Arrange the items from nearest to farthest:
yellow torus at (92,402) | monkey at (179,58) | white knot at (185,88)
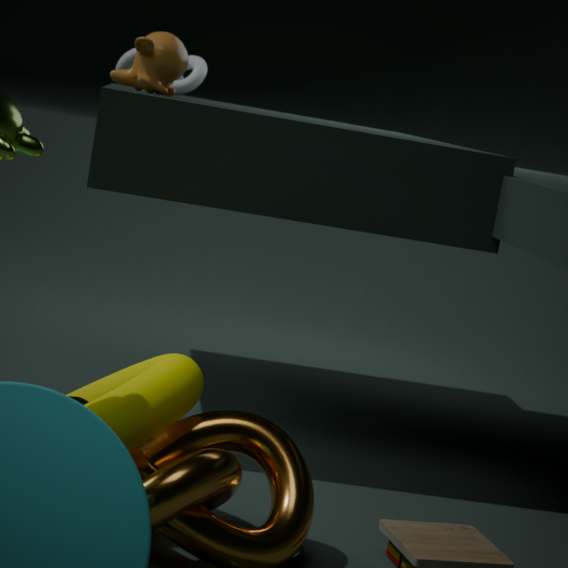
yellow torus at (92,402)
monkey at (179,58)
white knot at (185,88)
